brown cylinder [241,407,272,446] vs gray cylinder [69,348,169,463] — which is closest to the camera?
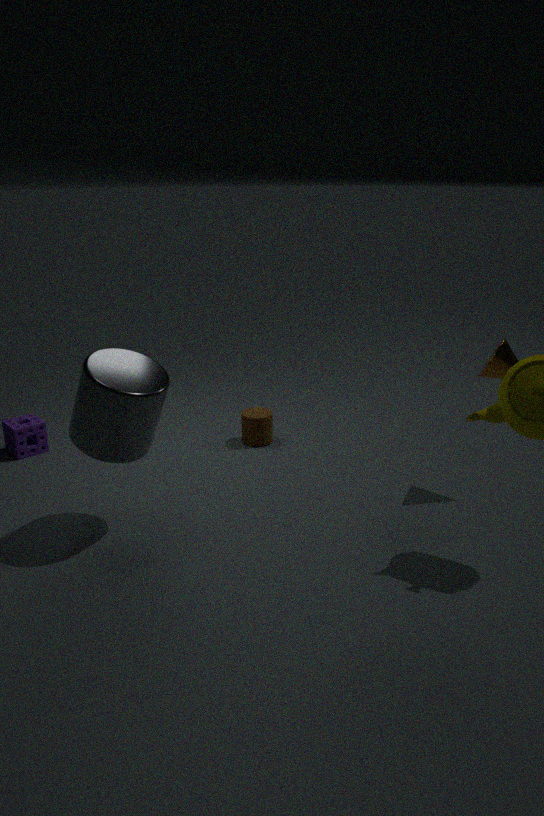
gray cylinder [69,348,169,463]
